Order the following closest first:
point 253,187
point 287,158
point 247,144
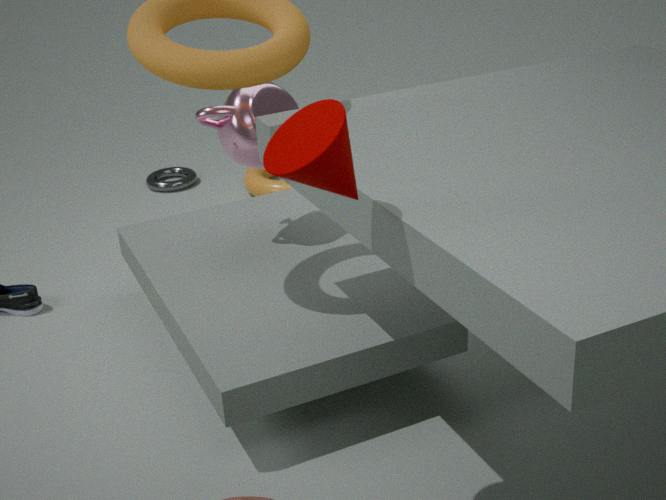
point 287,158, point 247,144, point 253,187
